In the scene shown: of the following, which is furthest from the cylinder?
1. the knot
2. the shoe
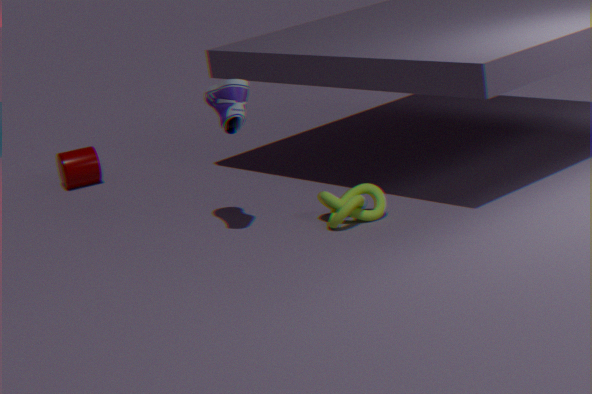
the knot
